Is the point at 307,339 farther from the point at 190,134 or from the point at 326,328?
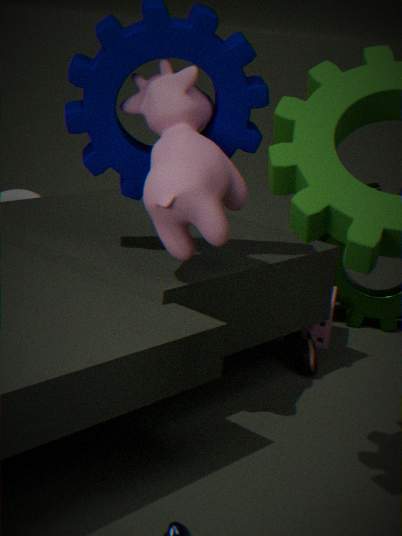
the point at 190,134
